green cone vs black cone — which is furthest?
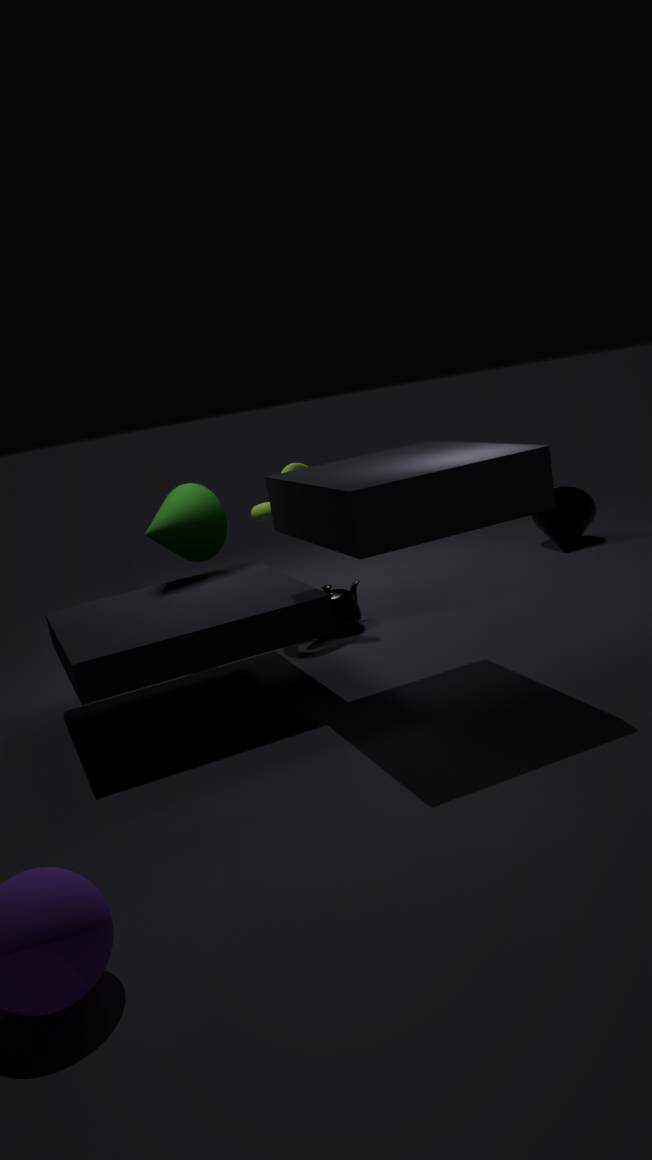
black cone
